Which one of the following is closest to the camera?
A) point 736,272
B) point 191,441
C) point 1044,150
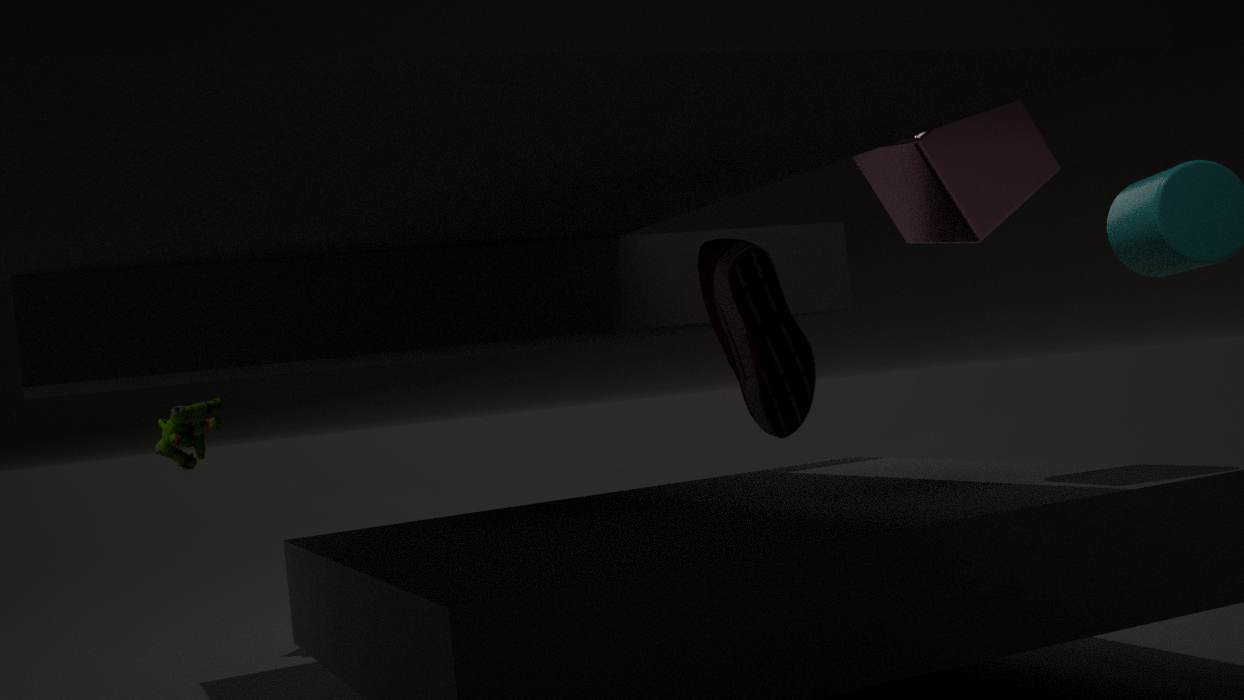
point 736,272
